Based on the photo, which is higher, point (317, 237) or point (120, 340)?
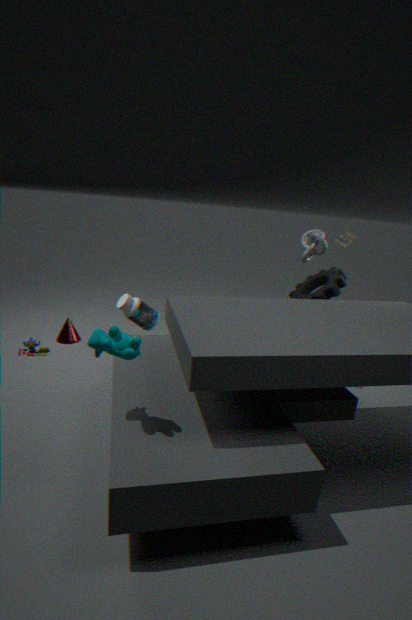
point (317, 237)
